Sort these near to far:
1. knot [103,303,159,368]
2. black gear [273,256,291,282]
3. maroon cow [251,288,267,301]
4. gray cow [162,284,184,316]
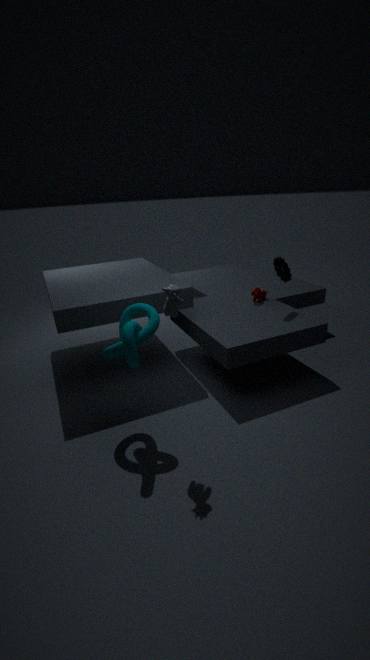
gray cow [162,284,184,316] < knot [103,303,159,368] < black gear [273,256,291,282] < maroon cow [251,288,267,301]
